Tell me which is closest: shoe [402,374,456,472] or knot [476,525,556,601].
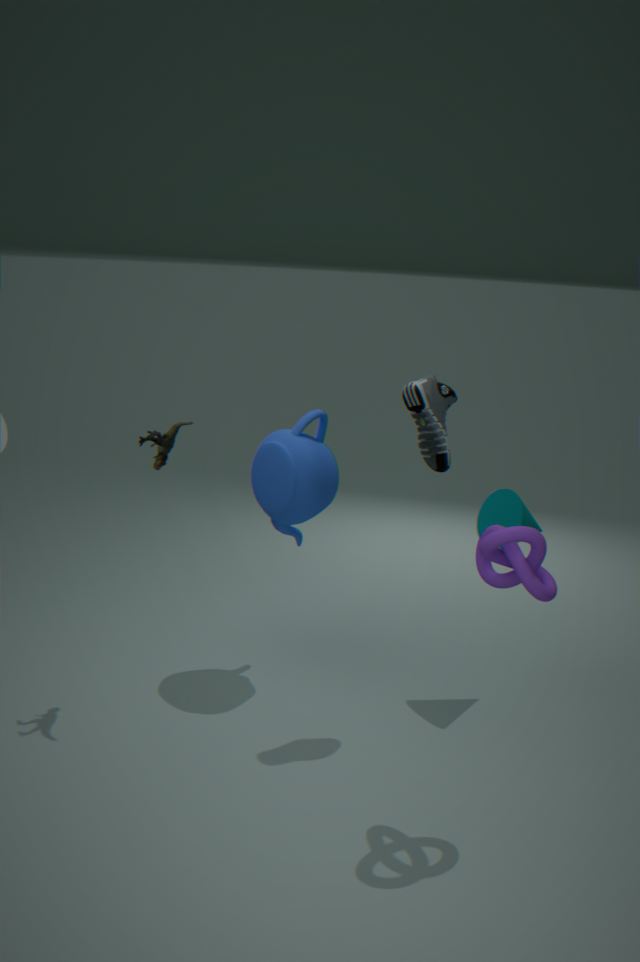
knot [476,525,556,601]
